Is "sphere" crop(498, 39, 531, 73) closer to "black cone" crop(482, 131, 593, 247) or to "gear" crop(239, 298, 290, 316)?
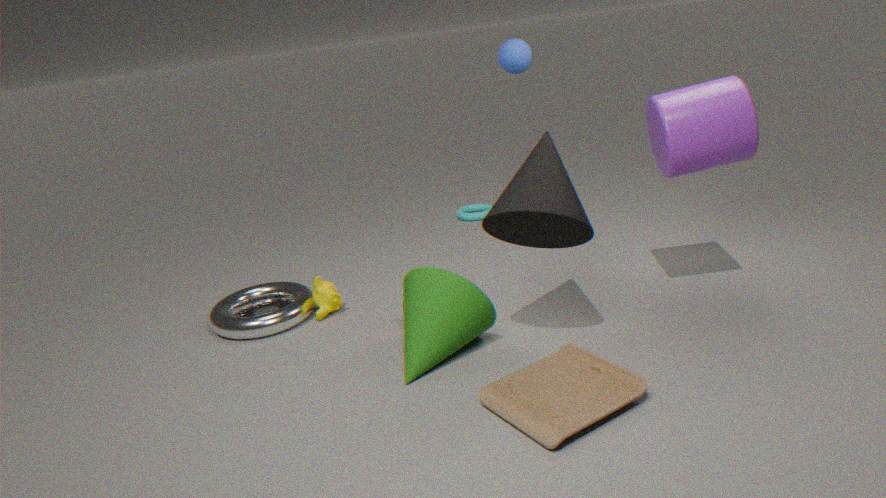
"black cone" crop(482, 131, 593, 247)
